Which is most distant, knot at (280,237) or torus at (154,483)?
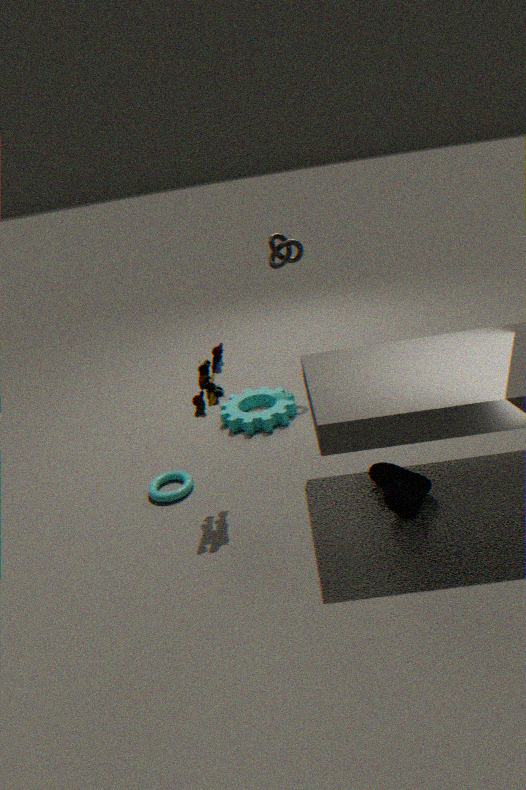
knot at (280,237)
